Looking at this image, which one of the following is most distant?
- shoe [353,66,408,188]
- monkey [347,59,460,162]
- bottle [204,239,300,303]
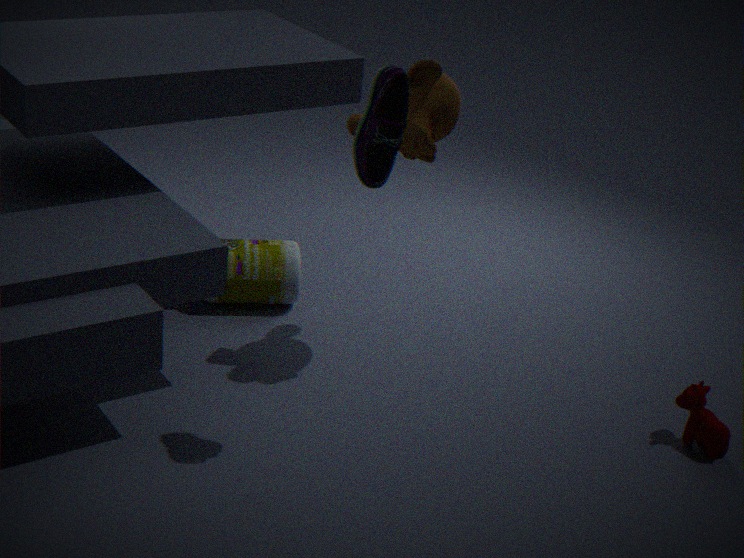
bottle [204,239,300,303]
